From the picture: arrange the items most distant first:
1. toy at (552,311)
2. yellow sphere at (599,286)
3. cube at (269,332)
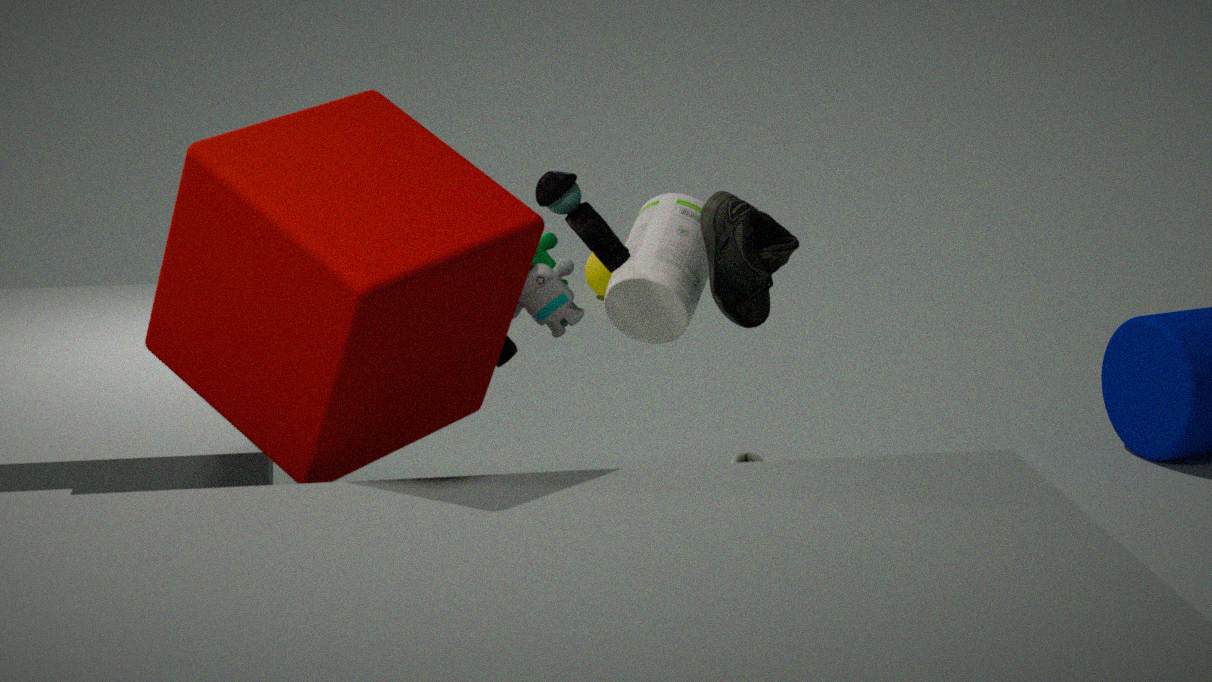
yellow sphere at (599,286) → toy at (552,311) → cube at (269,332)
